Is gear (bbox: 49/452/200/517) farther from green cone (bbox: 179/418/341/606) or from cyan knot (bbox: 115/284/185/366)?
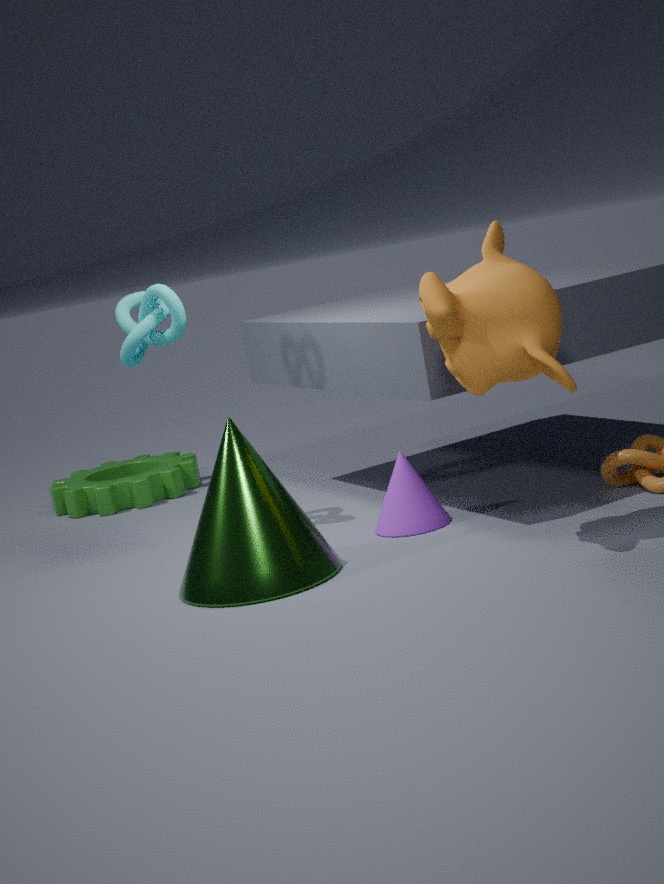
green cone (bbox: 179/418/341/606)
